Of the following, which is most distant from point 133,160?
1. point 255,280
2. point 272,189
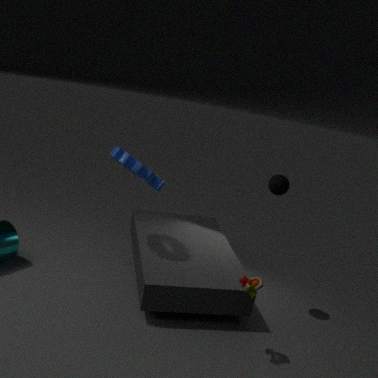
point 255,280
